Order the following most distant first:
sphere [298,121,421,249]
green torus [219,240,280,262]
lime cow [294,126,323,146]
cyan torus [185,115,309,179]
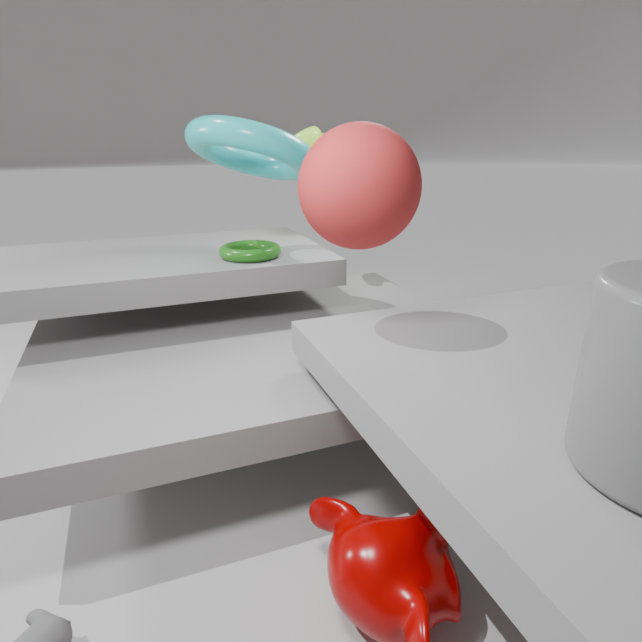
lime cow [294,126,323,146] < green torus [219,240,280,262] < cyan torus [185,115,309,179] < sphere [298,121,421,249]
